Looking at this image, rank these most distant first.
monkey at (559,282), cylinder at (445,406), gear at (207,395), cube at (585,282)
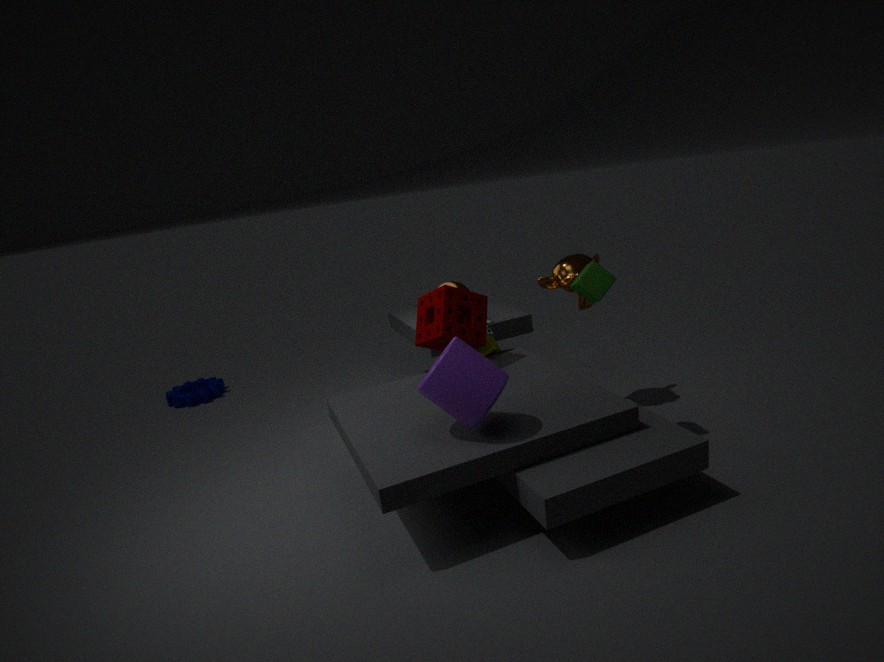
gear at (207,395)
monkey at (559,282)
cube at (585,282)
cylinder at (445,406)
